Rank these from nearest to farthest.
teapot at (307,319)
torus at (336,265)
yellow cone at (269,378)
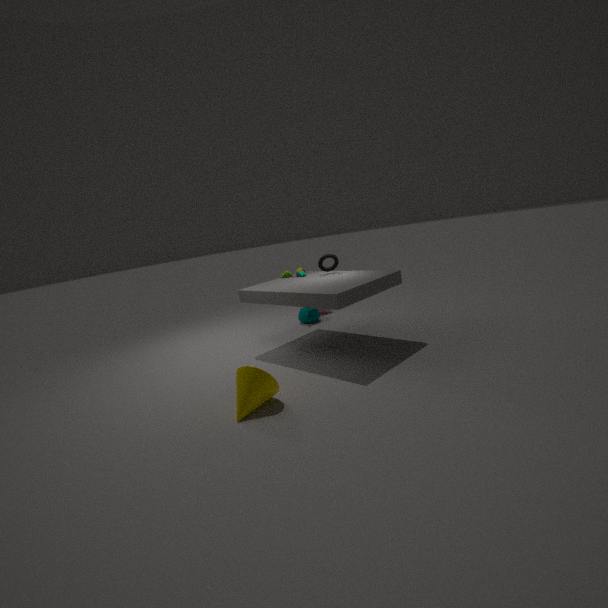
1. yellow cone at (269,378)
2. torus at (336,265)
3. teapot at (307,319)
